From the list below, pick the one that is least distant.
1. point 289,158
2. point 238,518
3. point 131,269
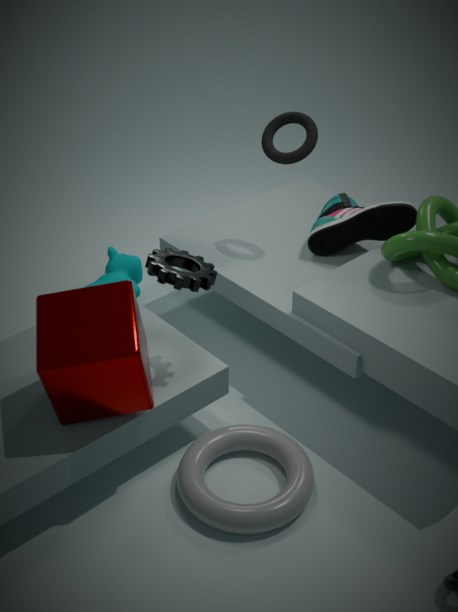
point 238,518
